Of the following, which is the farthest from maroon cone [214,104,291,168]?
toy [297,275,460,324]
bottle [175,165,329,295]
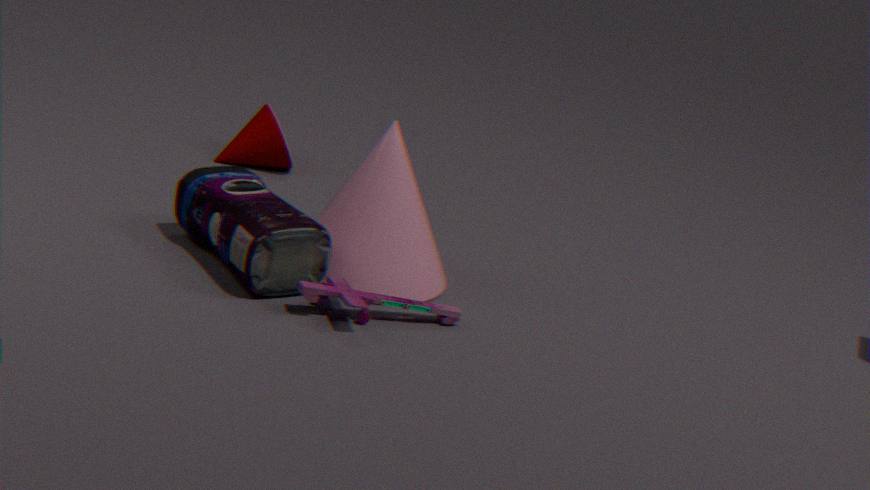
toy [297,275,460,324]
